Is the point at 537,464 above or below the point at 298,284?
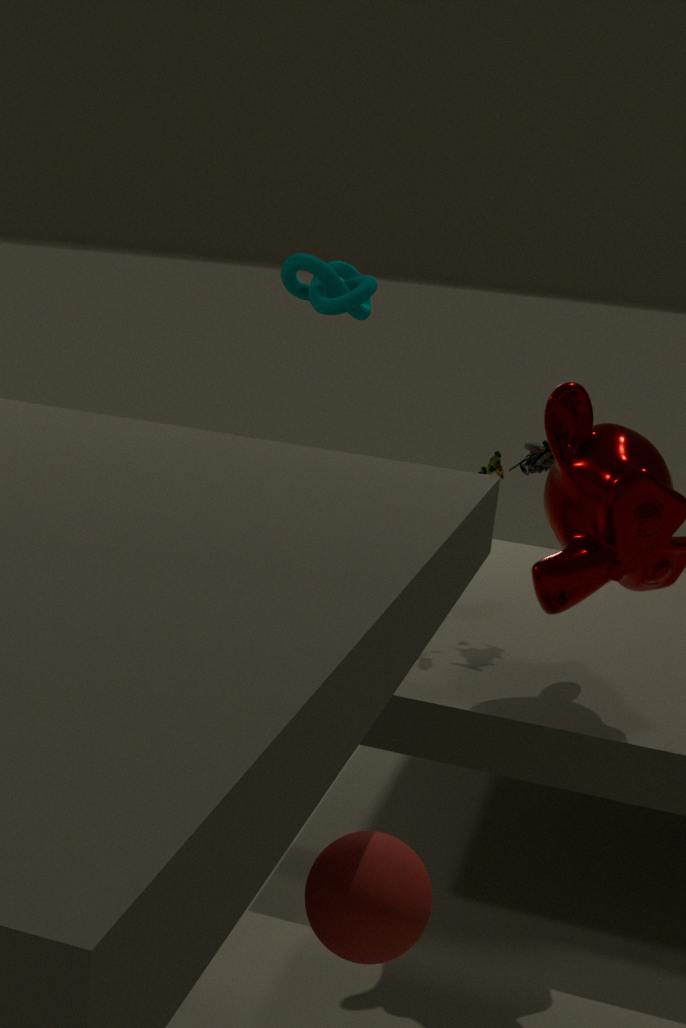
below
